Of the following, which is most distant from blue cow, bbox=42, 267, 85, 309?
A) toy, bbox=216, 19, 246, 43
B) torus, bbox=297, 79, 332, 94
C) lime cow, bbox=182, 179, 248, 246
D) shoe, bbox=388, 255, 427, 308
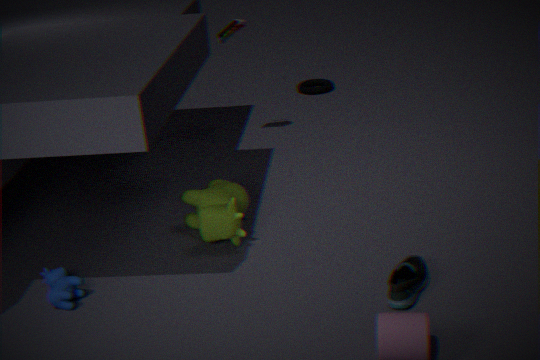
torus, bbox=297, 79, 332, 94
